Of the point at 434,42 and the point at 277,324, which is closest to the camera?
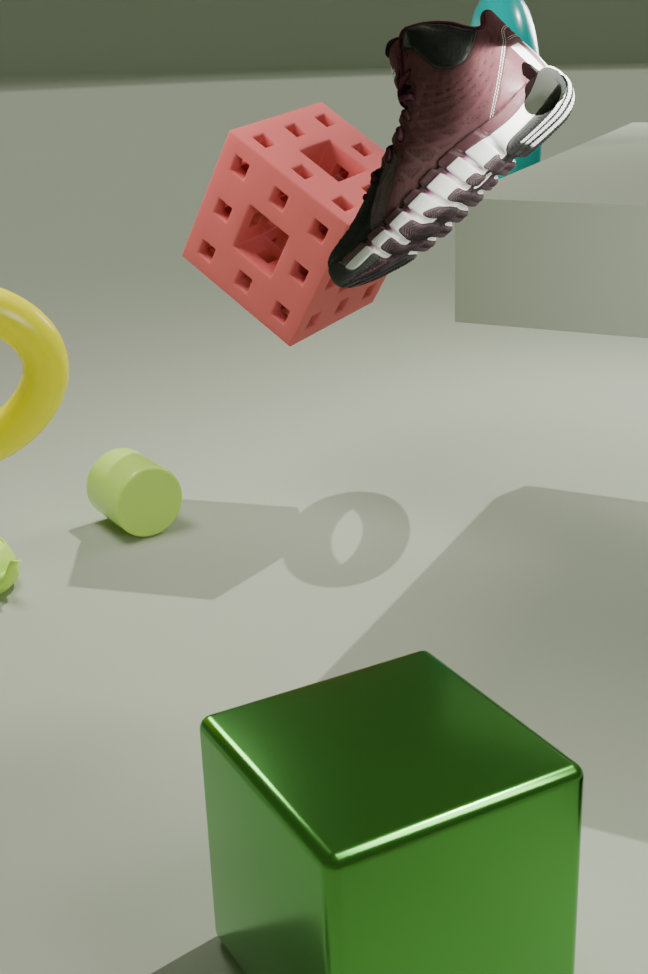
the point at 434,42
